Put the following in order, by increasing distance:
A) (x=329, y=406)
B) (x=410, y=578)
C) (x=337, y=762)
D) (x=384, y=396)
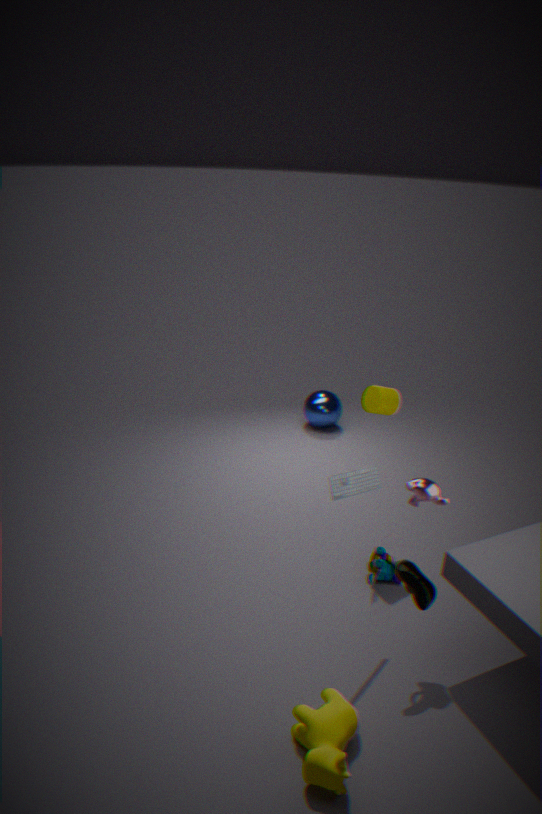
(x=337, y=762) < (x=410, y=578) < (x=384, y=396) < (x=329, y=406)
